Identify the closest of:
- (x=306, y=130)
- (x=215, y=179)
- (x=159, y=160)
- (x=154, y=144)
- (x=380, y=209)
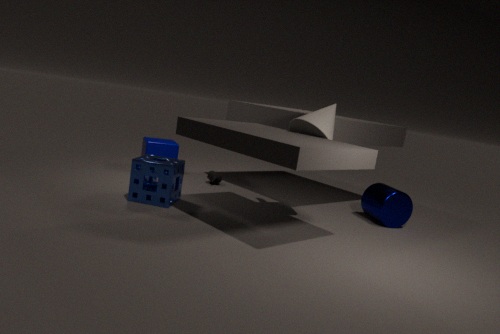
(x=306, y=130)
